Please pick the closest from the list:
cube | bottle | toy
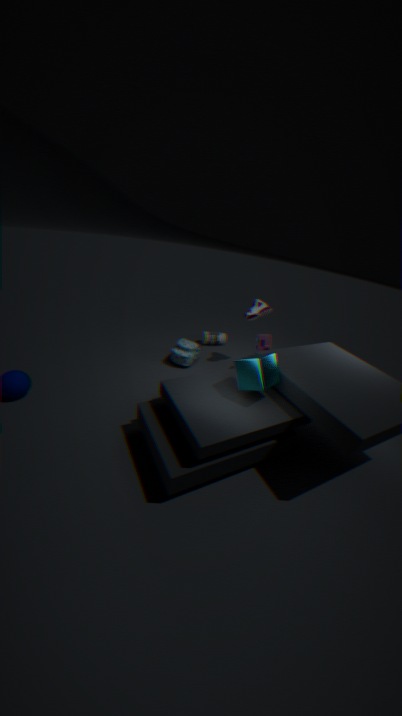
cube
